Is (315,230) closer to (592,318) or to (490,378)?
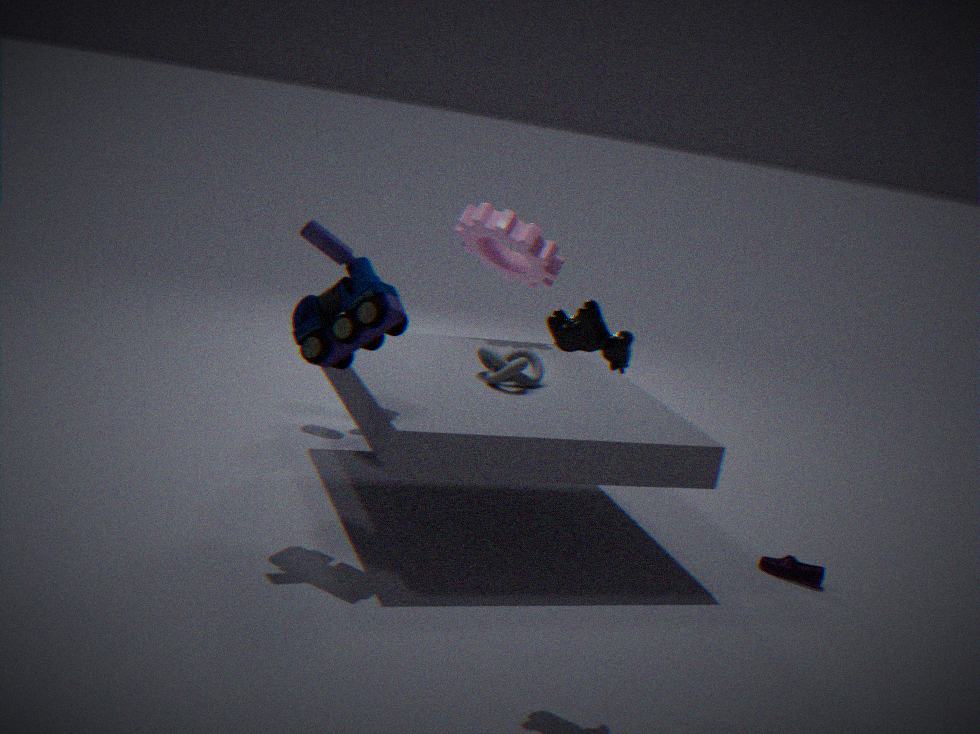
(490,378)
